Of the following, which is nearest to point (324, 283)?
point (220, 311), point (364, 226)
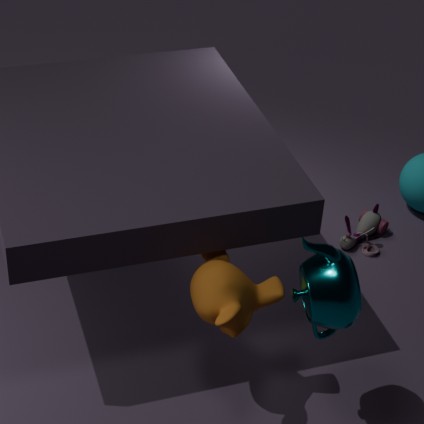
point (220, 311)
